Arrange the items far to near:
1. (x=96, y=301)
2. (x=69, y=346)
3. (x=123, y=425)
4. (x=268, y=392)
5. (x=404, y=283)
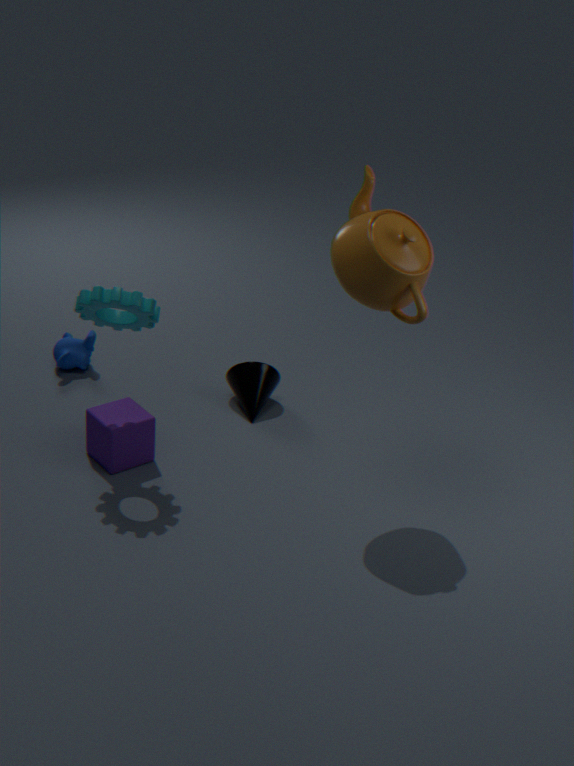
(x=69, y=346), (x=268, y=392), (x=123, y=425), (x=96, y=301), (x=404, y=283)
